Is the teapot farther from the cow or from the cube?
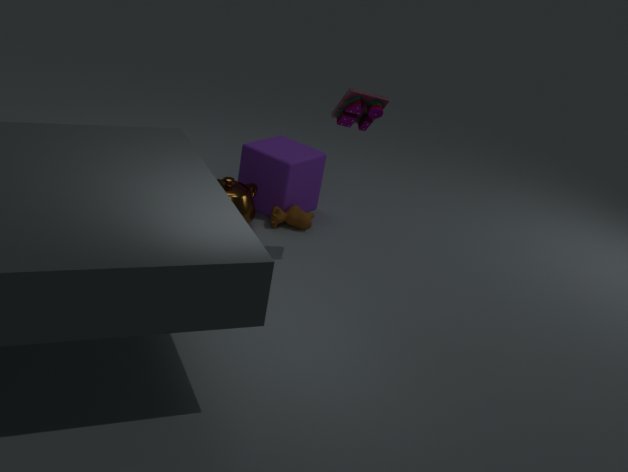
the cow
